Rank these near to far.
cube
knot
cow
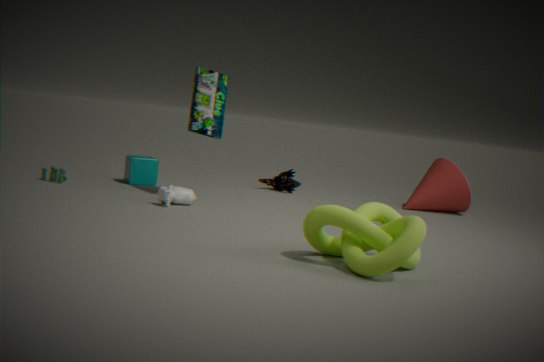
1. knot
2. cow
3. cube
